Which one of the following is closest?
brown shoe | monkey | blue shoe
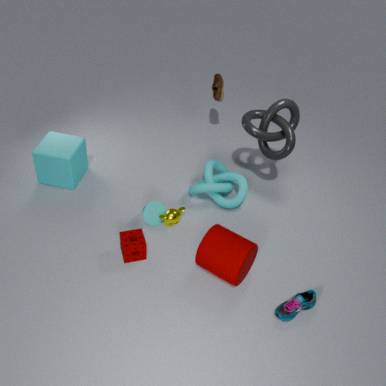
blue shoe
